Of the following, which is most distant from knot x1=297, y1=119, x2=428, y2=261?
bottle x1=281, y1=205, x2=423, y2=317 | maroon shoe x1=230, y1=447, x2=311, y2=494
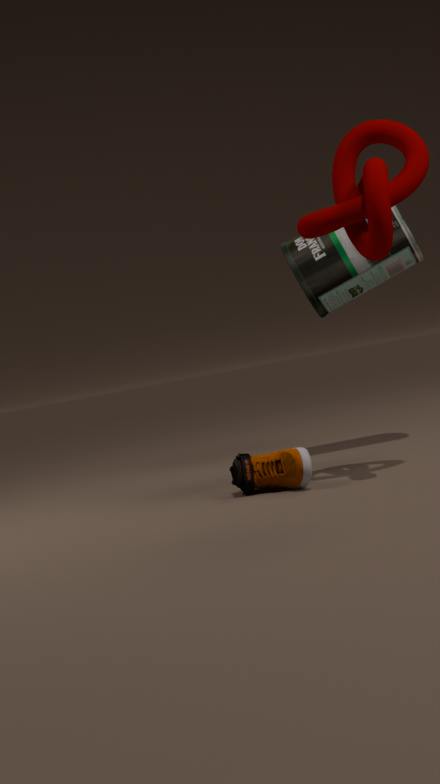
maroon shoe x1=230, y1=447, x2=311, y2=494
